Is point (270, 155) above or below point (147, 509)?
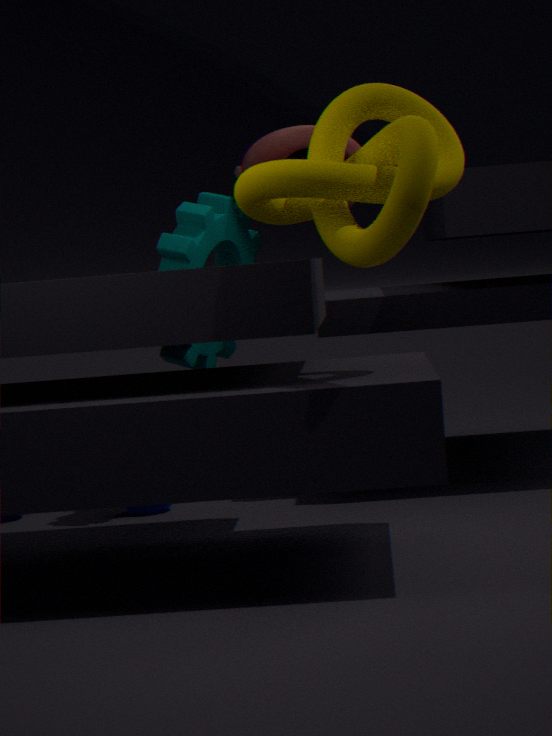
above
